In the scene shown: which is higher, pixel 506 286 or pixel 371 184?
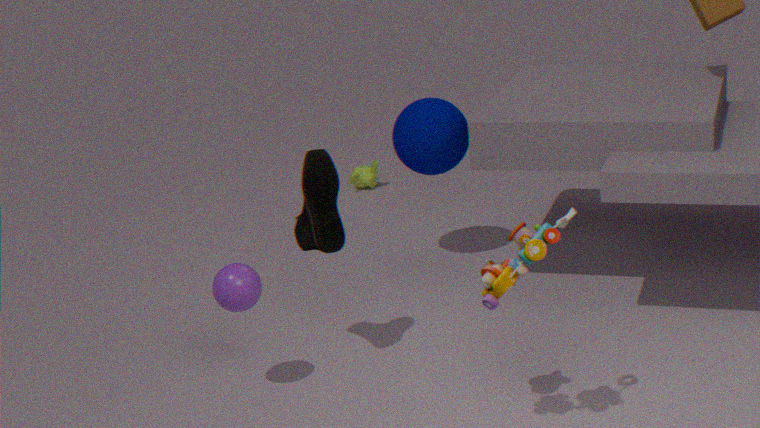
pixel 506 286
